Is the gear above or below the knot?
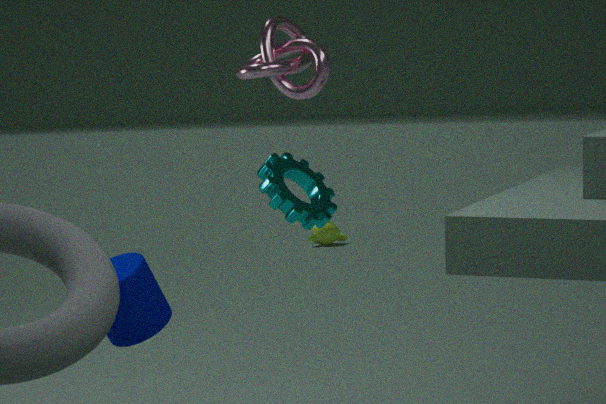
below
